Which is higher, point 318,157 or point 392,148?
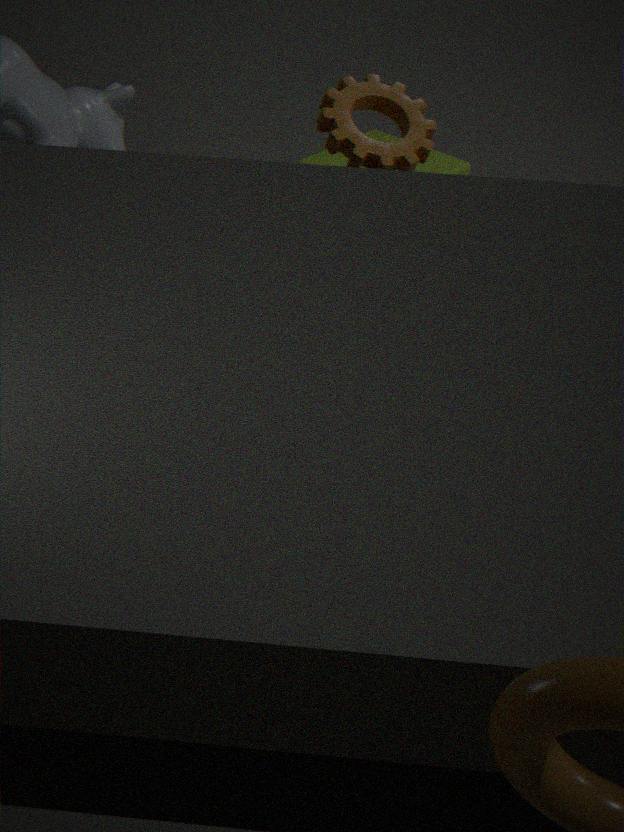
point 392,148
